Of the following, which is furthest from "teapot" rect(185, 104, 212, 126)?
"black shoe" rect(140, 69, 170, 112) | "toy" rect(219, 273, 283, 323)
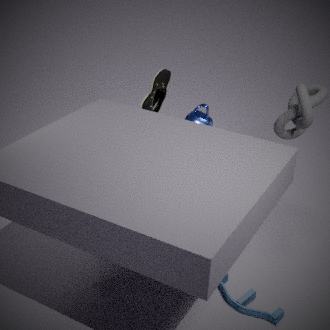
"toy" rect(219, 273, 283, 323)
